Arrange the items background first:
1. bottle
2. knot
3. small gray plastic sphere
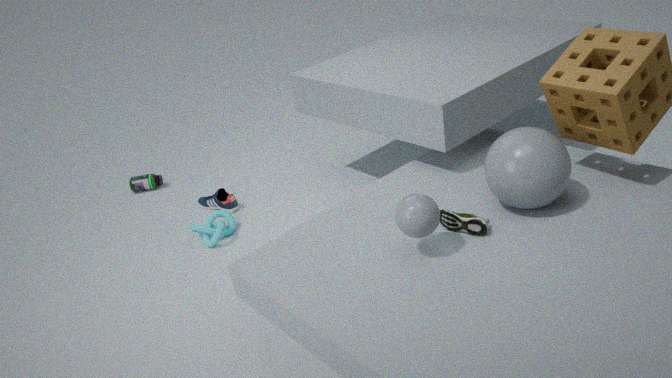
bottle < knot < small gray plastic sphere
